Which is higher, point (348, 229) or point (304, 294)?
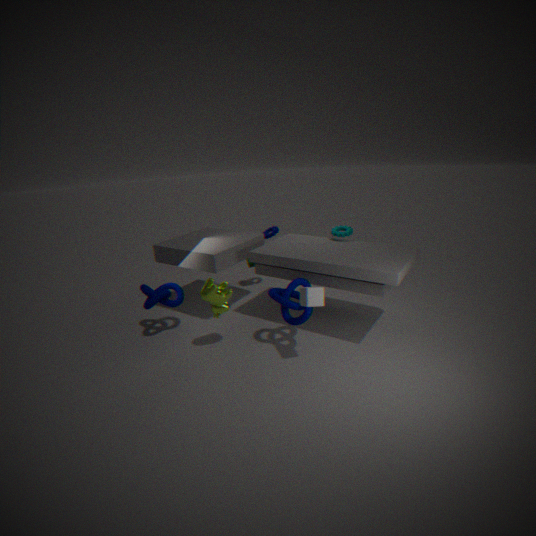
point (348, 229)
